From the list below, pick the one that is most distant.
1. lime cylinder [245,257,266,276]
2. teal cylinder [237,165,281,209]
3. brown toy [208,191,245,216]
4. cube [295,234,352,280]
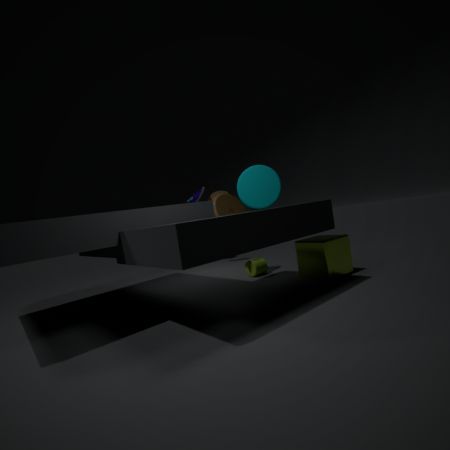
lime cylinder [245,257,266,276]
